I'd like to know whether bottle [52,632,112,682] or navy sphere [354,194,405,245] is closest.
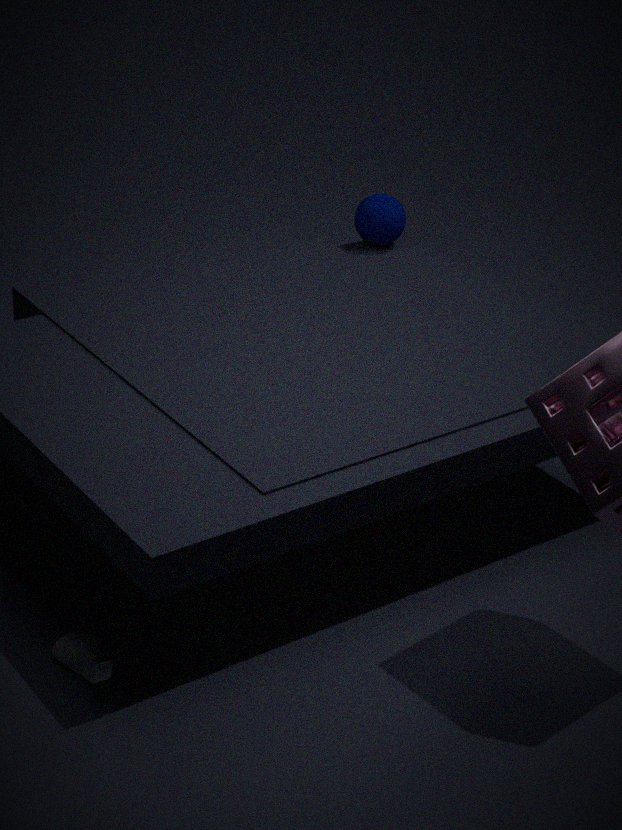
bottle [52,632,112,682]
